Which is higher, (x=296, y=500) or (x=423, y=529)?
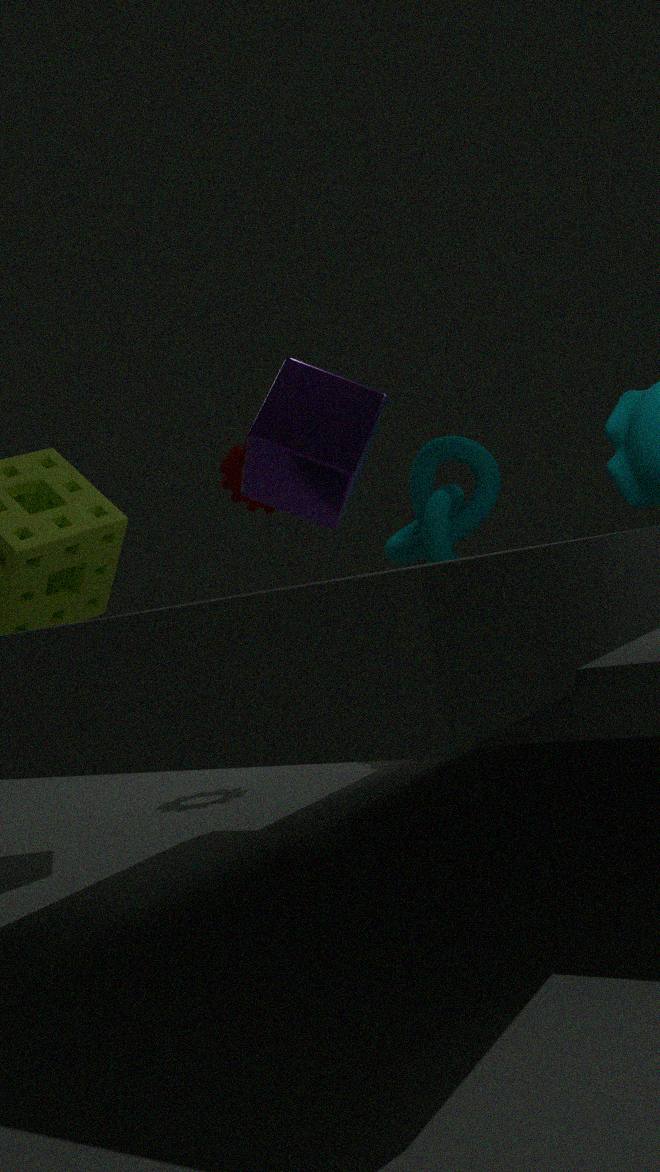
(x=296, y=500)
